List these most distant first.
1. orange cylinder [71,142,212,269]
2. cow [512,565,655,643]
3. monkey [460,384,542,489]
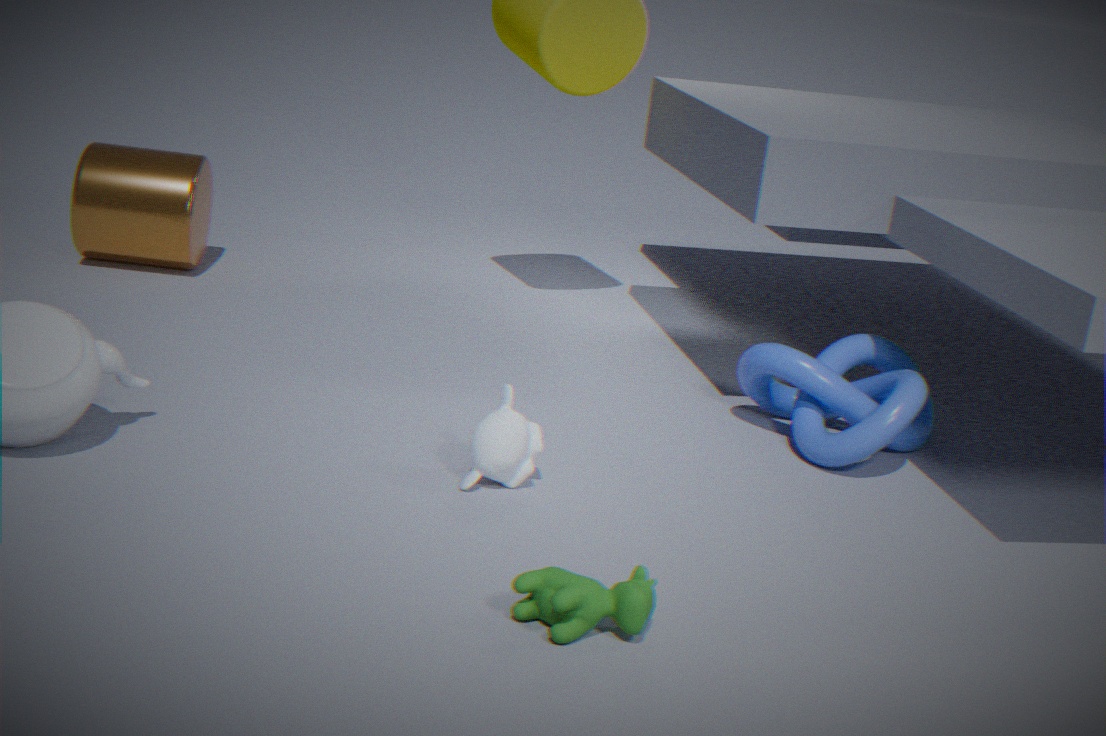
orange cylinder [71,142,212,269] → monkey [460,384,542,489] → cow [512,565,655,643]
